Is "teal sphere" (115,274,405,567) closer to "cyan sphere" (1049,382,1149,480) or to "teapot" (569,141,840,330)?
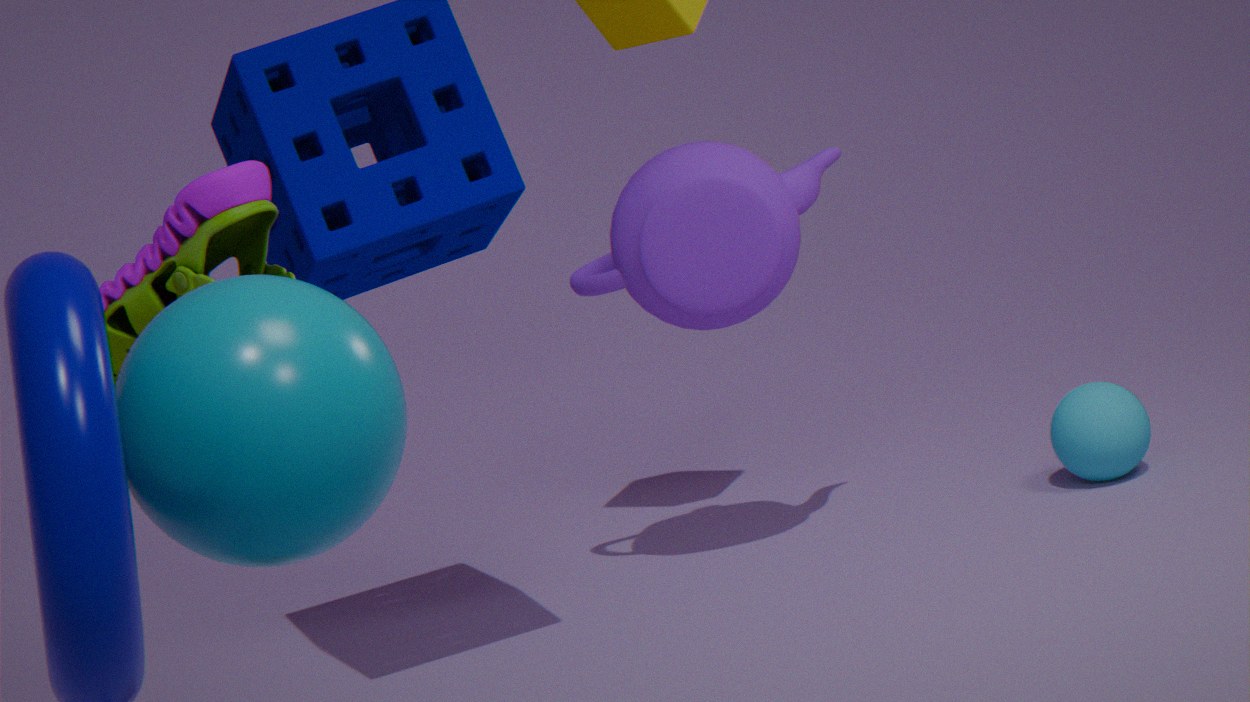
"teapot" (569,141,840,330)
